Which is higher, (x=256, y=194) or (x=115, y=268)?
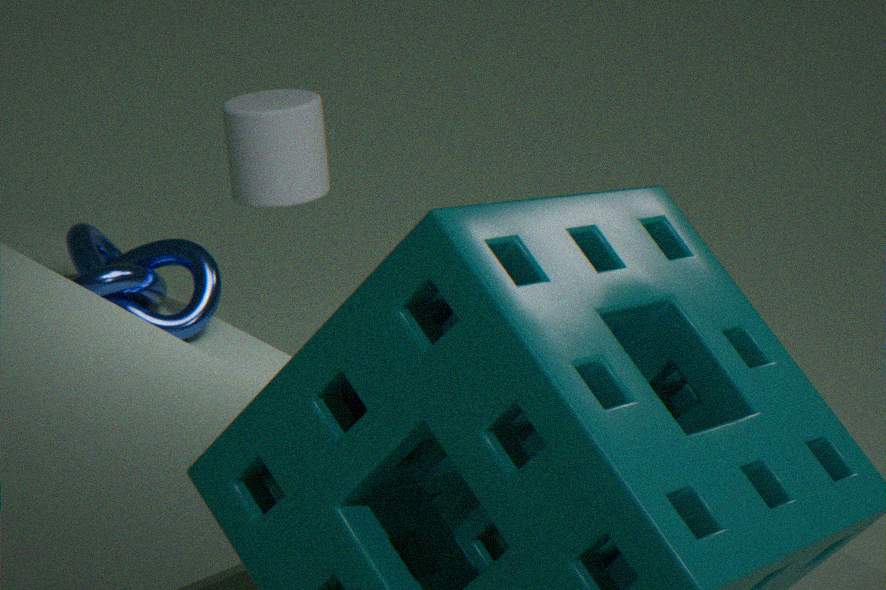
(x=256, y=194)
